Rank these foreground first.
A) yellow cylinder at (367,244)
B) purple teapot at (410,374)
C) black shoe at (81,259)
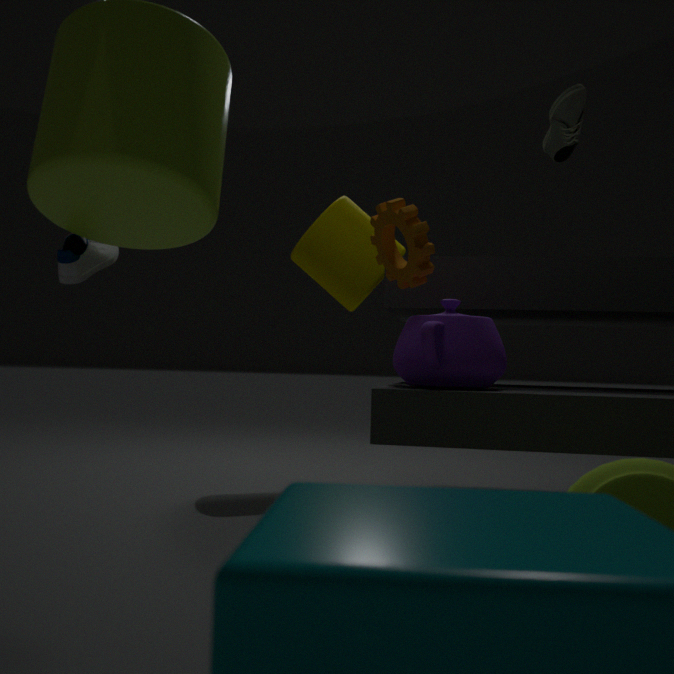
C. black shoe at (81,259) → B. purple teapot at (410,374) → A. yellow cylinder at (367,244)
